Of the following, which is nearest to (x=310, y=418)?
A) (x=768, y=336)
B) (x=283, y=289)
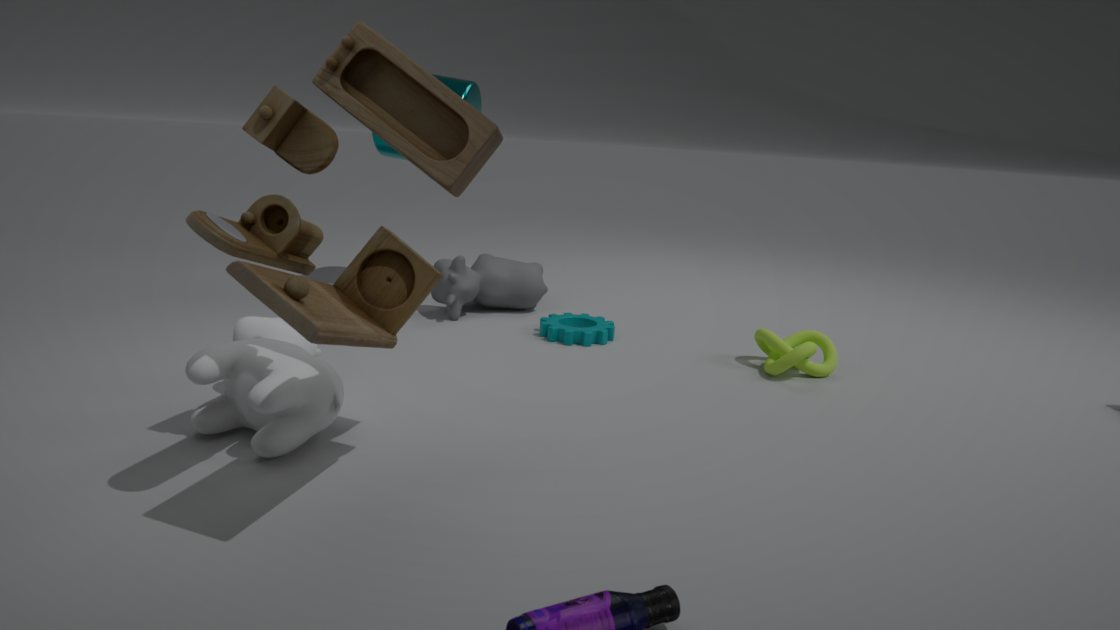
(x=283, y=289)
